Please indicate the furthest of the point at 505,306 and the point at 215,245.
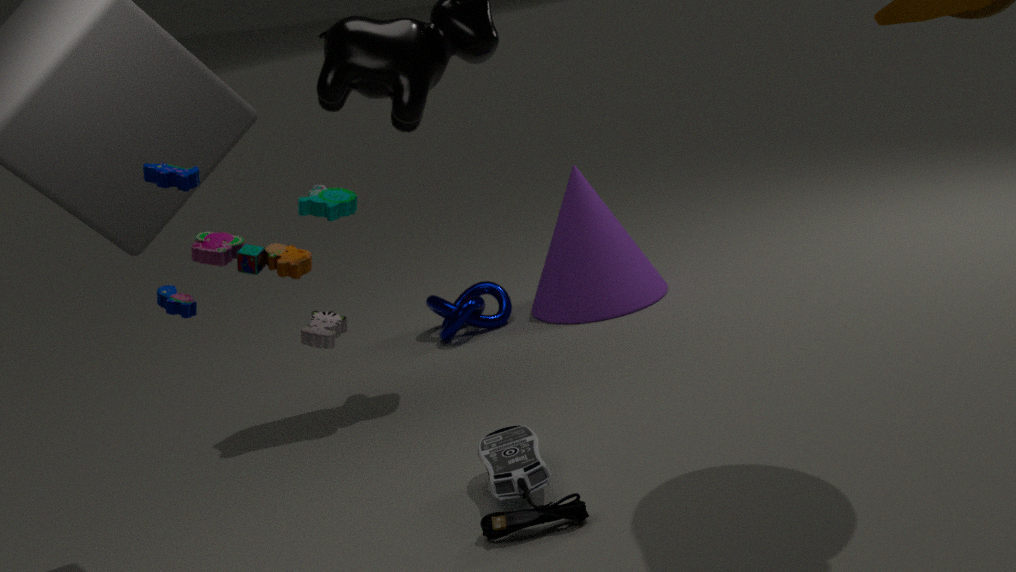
the point at 505,306
